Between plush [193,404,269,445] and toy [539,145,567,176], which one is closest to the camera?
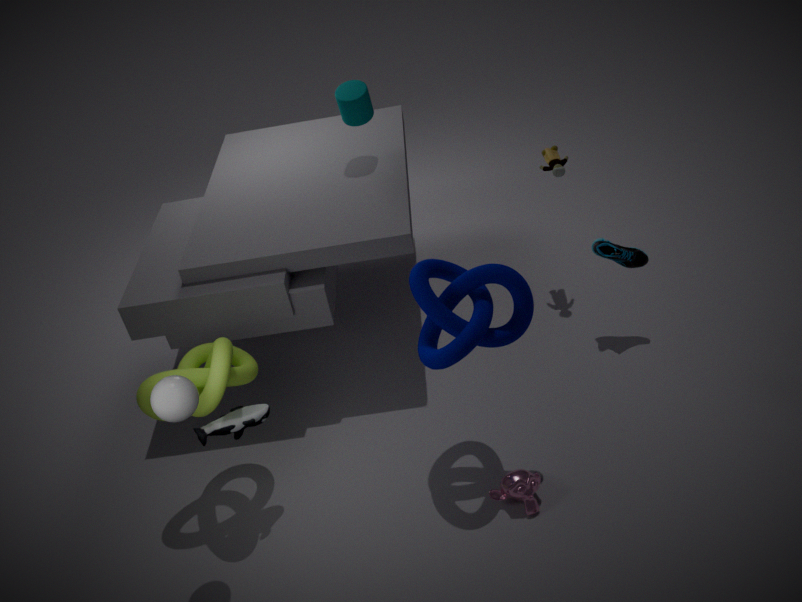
plush [193,404,269,445]
